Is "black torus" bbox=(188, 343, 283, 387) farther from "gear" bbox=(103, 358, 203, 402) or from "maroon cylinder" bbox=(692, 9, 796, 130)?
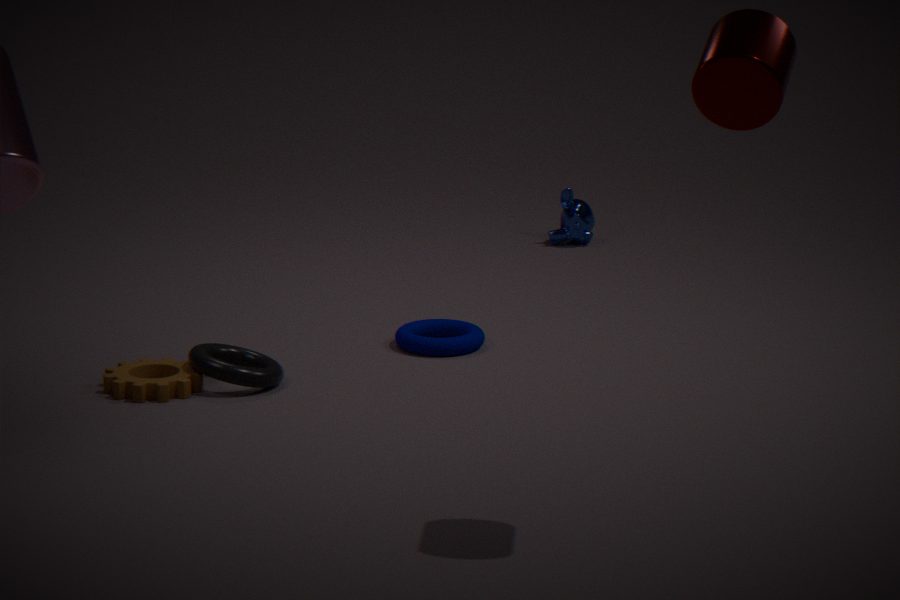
"maroon cylinder" bbox=(692, 9, 796, 130)
